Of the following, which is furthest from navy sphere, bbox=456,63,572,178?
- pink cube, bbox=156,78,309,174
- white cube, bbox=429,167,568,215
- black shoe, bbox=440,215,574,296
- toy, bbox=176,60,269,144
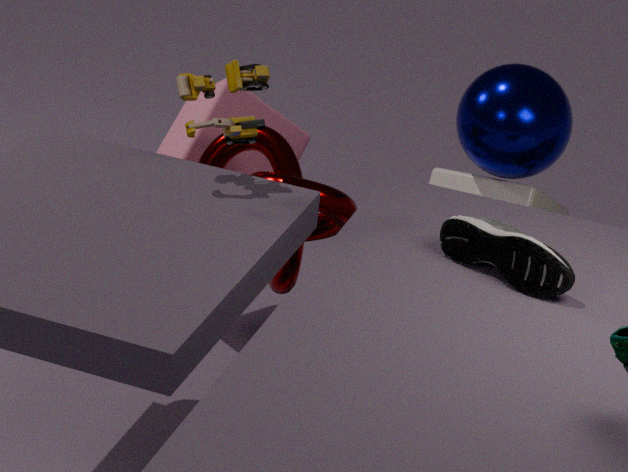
toy, bbox=176,60,269,144
